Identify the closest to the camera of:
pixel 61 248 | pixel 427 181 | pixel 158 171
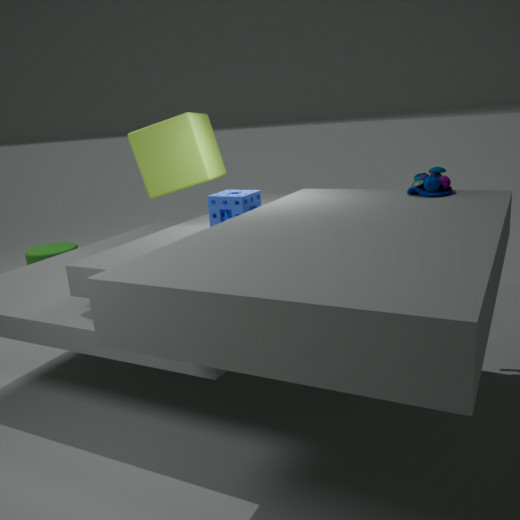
pixel 427 181
